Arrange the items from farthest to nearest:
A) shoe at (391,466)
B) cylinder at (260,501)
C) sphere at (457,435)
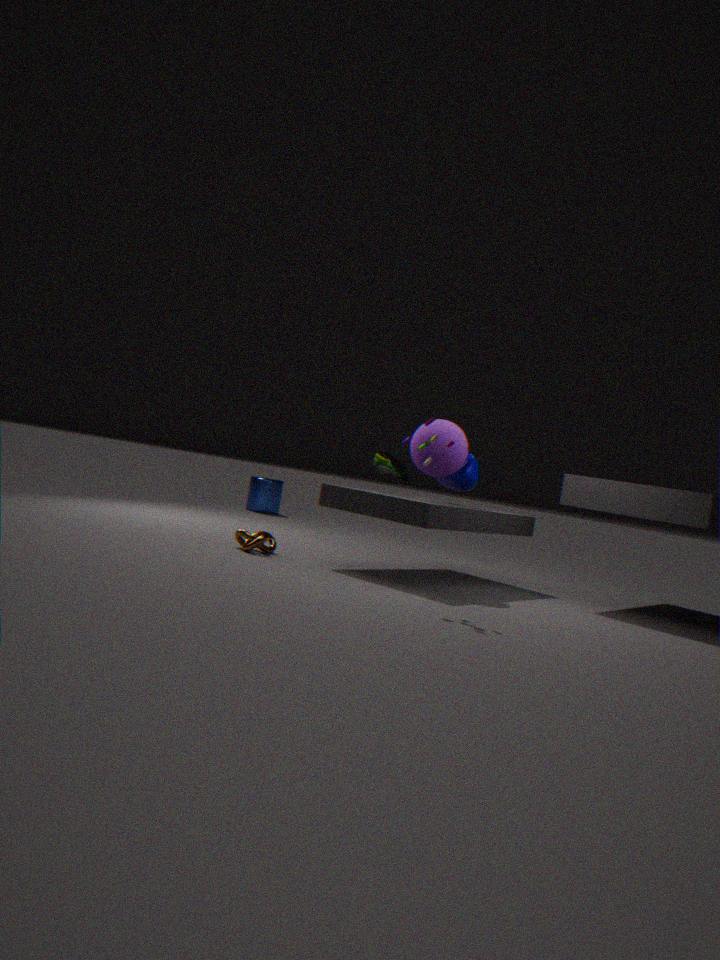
1. cylinder at (260,501)
2. shoe at (391,466)
3. sphere at (457,435)
